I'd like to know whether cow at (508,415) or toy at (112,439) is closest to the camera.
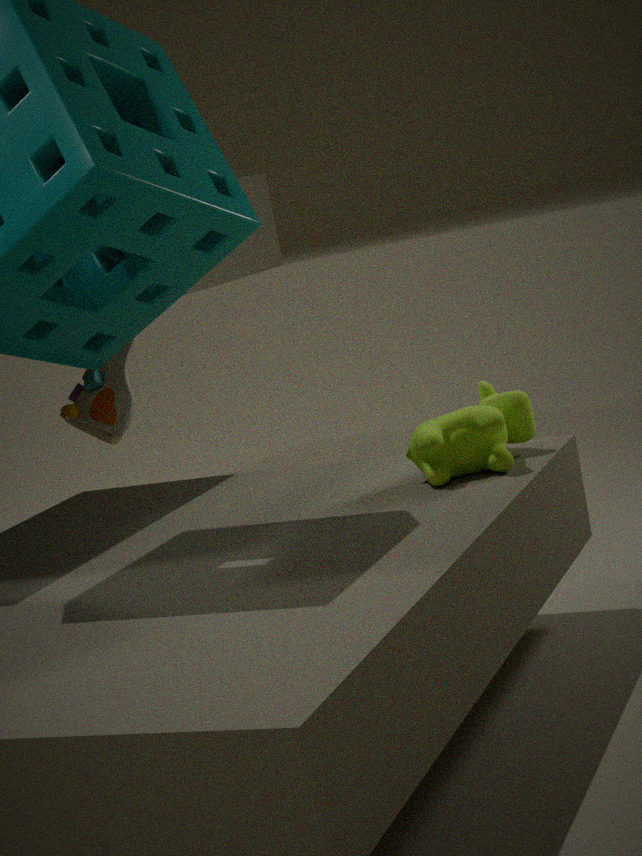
cow at (508,415)
